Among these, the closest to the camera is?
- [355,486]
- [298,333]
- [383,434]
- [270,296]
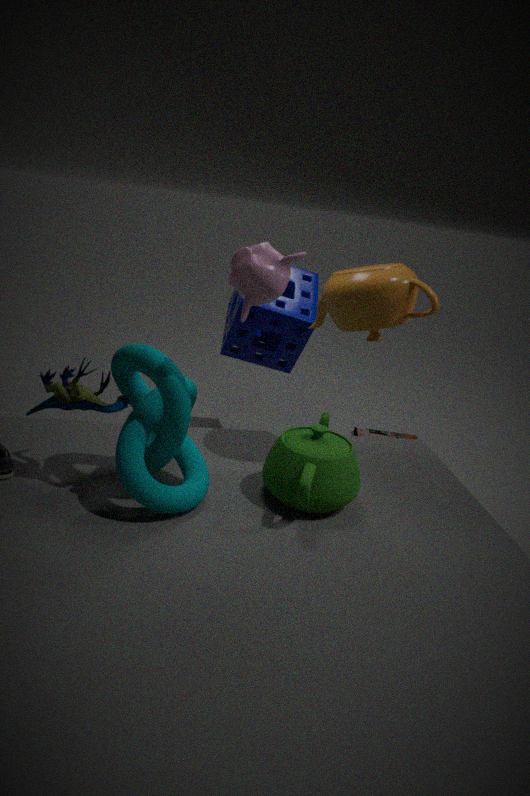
[270,296]
